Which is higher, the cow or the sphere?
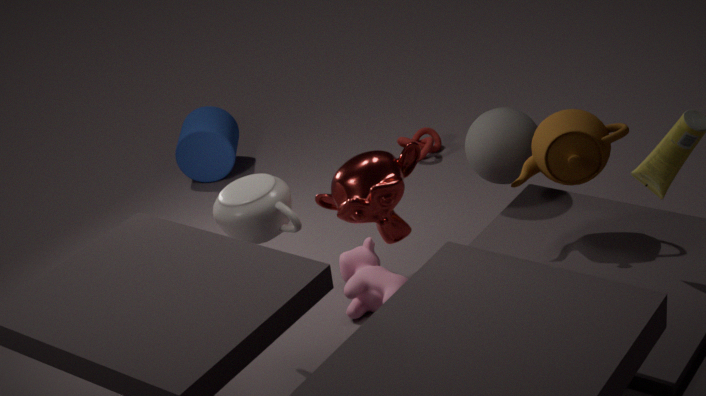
the sphere
